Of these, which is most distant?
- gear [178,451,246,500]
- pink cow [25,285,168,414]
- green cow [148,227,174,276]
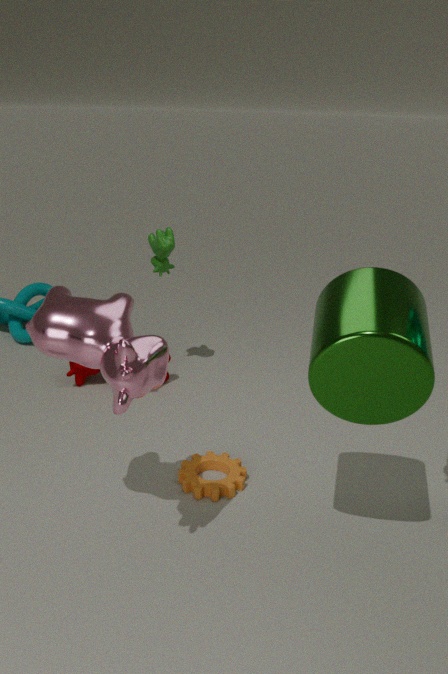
green cow [148,227,174,276]
